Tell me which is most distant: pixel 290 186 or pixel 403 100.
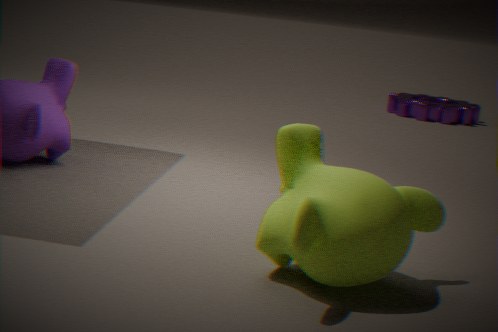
pixel 403 100
